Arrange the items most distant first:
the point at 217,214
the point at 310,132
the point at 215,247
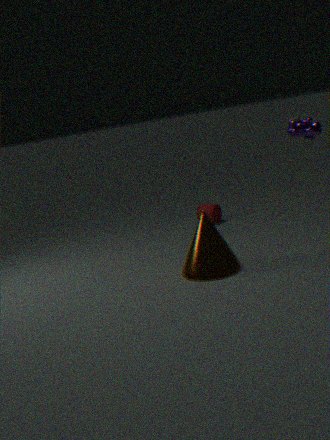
1. the point at 217,214
2. the point at 215,247
3. the point at 310,132
